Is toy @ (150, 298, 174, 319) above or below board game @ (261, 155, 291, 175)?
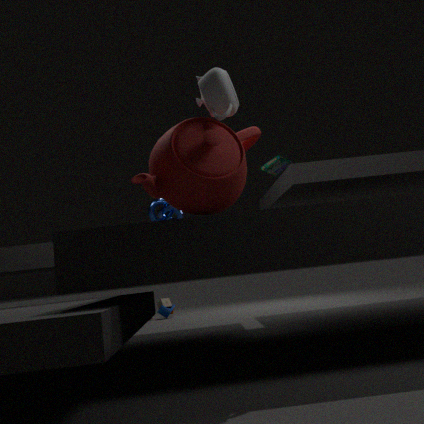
below
